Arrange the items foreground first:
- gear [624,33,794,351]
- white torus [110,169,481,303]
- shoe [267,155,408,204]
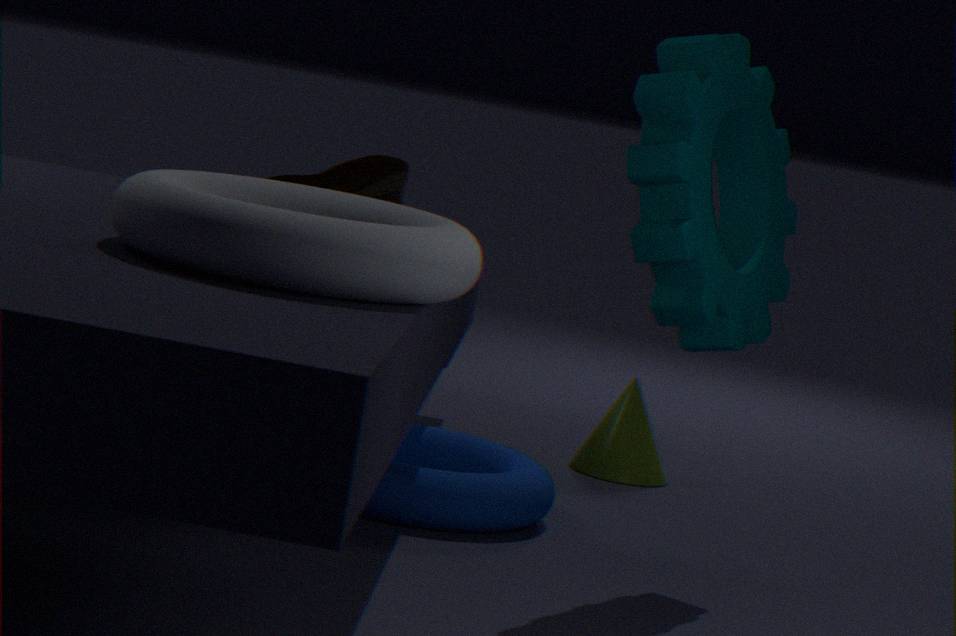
white torus [110,169,481,303]
gear [624,33,794,351]
shoe [267,155,408,204]
